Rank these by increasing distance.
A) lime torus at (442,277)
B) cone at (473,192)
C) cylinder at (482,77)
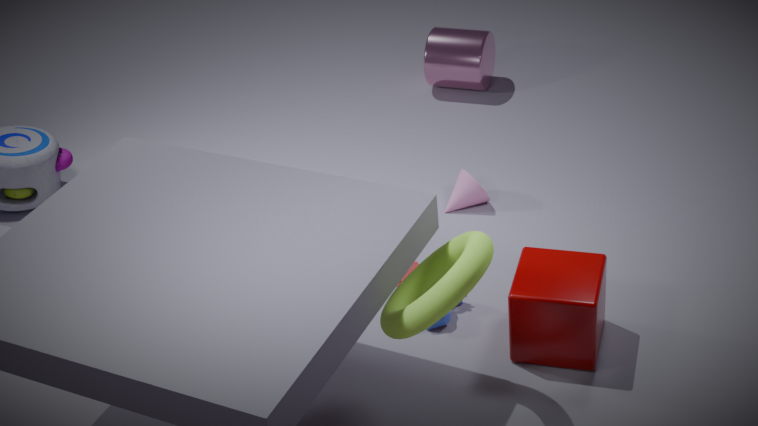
lime torus at (442,277) < cone at (473,192) < cylinder at (482,77)
